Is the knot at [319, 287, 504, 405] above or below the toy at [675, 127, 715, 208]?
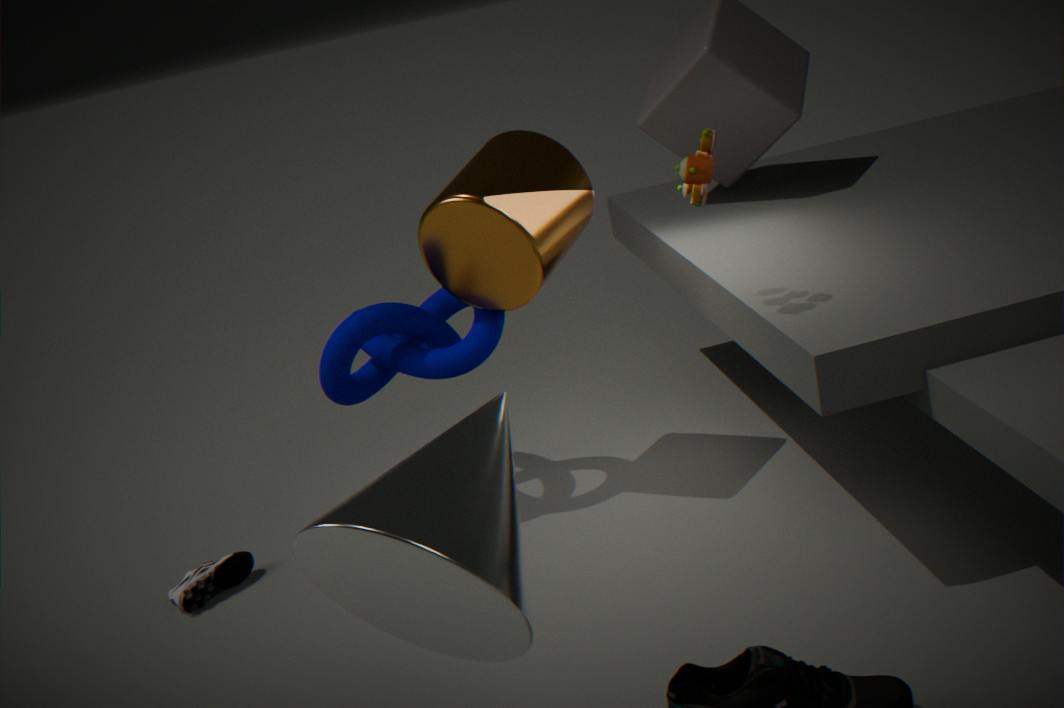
below
